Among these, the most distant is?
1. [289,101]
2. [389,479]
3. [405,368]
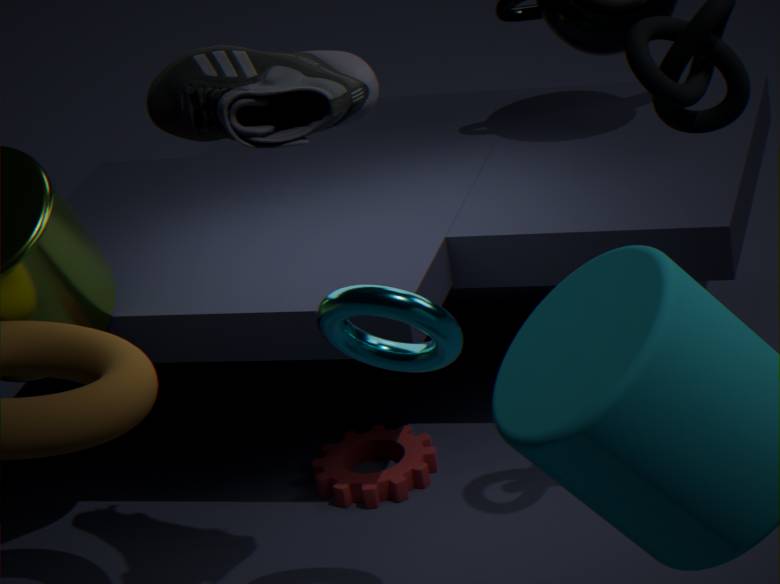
[389,479]
